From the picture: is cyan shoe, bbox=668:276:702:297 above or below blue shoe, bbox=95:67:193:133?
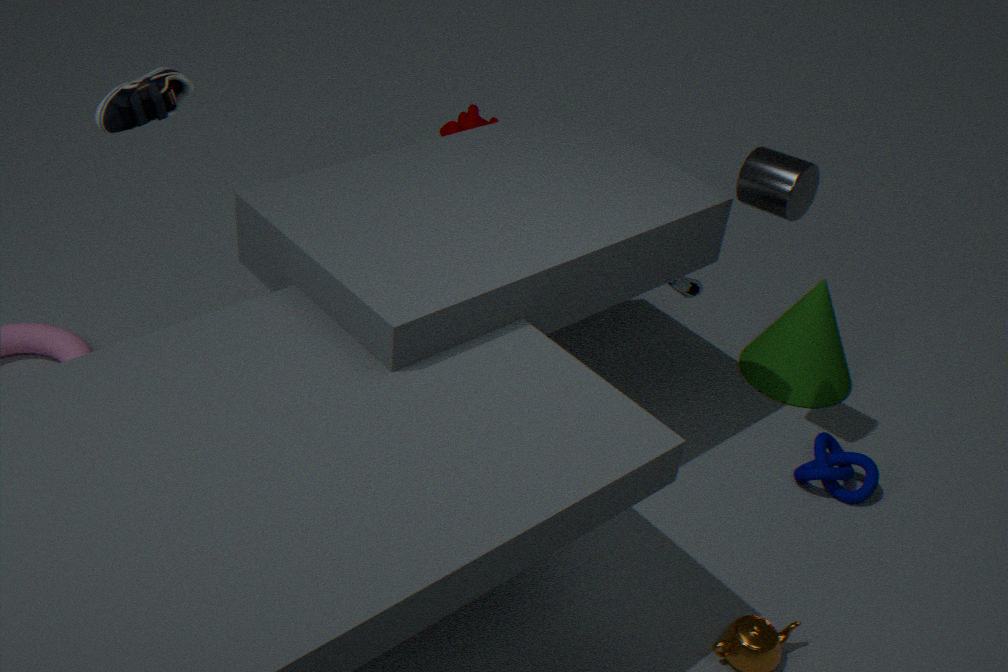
below
